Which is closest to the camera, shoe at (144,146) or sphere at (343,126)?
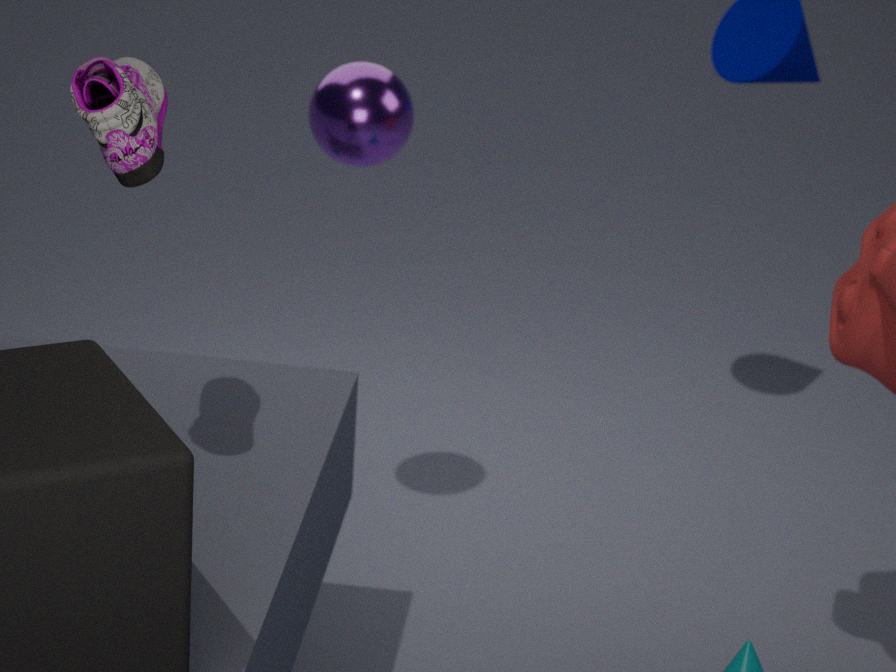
shoe at (144,146)
